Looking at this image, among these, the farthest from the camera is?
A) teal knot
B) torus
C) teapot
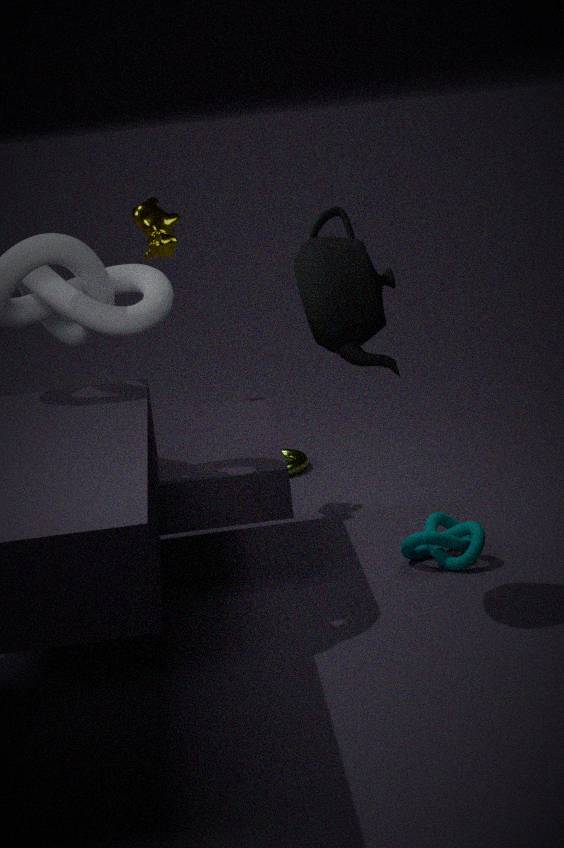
torus
